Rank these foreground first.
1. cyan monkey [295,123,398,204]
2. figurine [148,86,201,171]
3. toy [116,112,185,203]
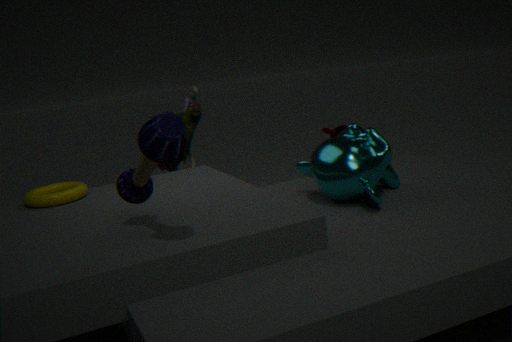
toy [116,112,185,203], cyan monkey [295,123,398,204], figurine [148,86,201,171]
